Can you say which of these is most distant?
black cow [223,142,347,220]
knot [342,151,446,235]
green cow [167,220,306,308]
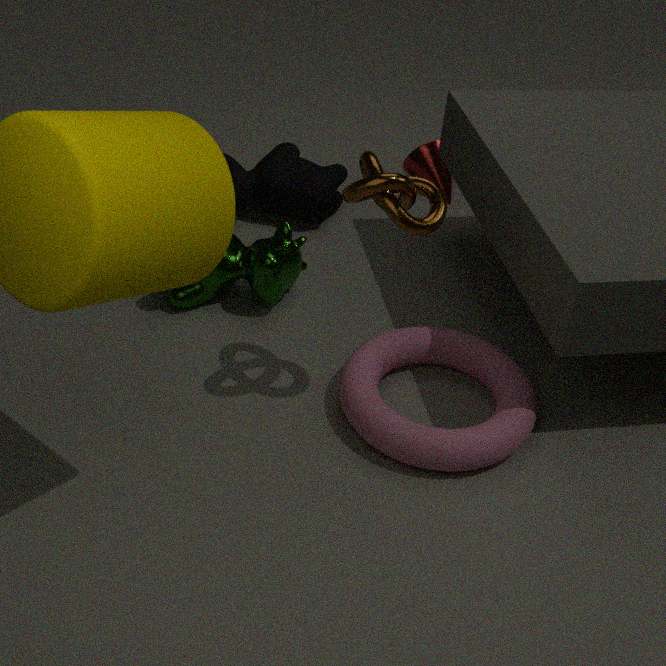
black cow [223,142,347,220]
